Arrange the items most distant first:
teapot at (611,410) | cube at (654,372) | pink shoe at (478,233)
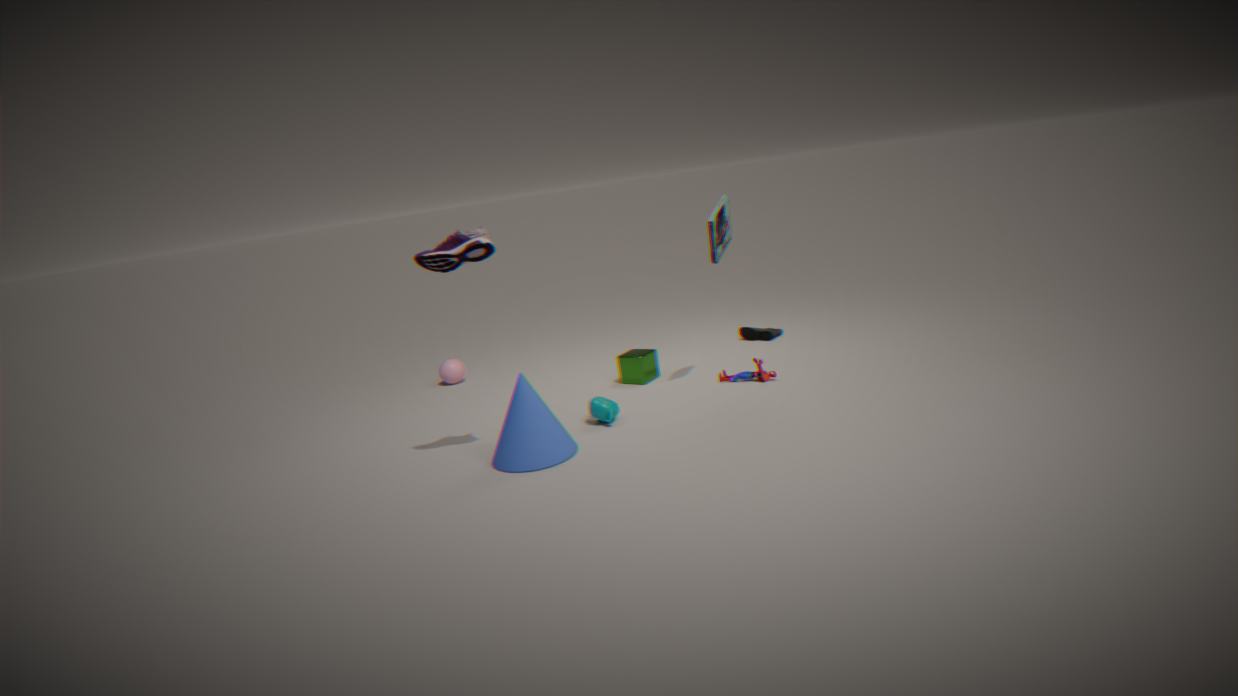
cube at (654,372) < teapot at (611,410) < pink shoe at (478,233)
